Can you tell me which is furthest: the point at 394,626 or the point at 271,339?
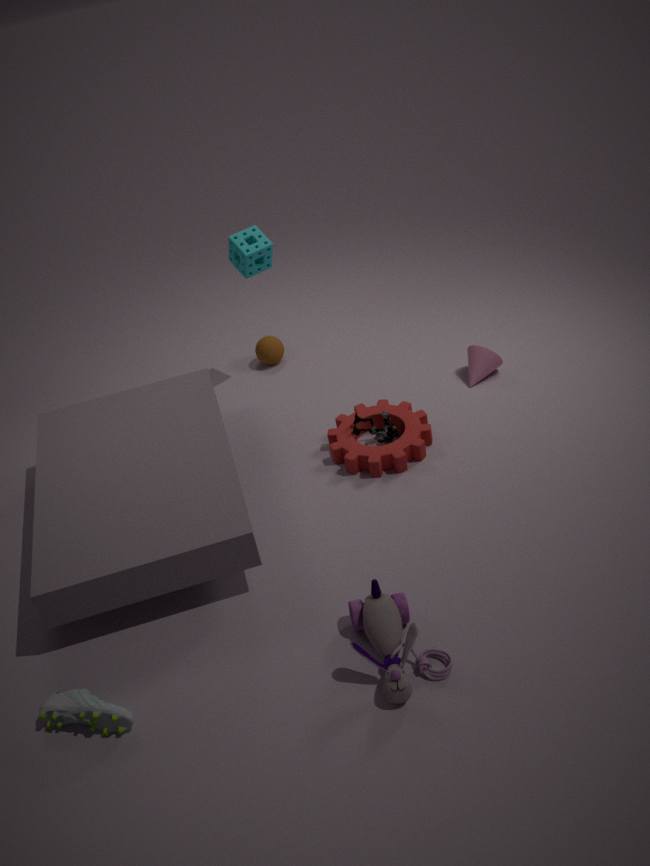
the point at 271,339
